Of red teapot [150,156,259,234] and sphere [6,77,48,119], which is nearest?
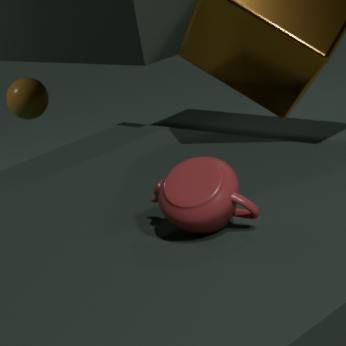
red teapot [150,156,259,234]
